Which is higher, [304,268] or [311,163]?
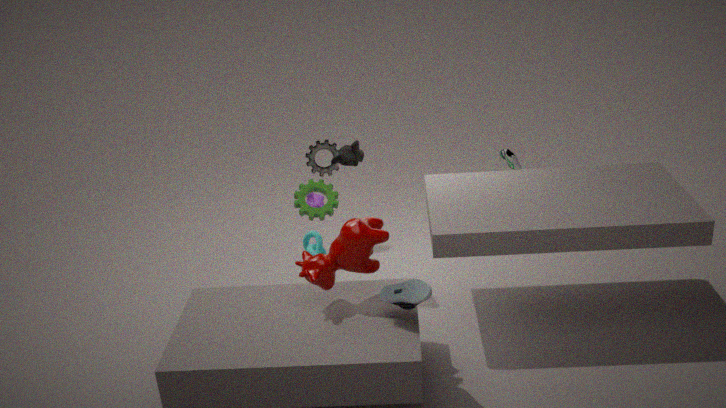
[304,268]
